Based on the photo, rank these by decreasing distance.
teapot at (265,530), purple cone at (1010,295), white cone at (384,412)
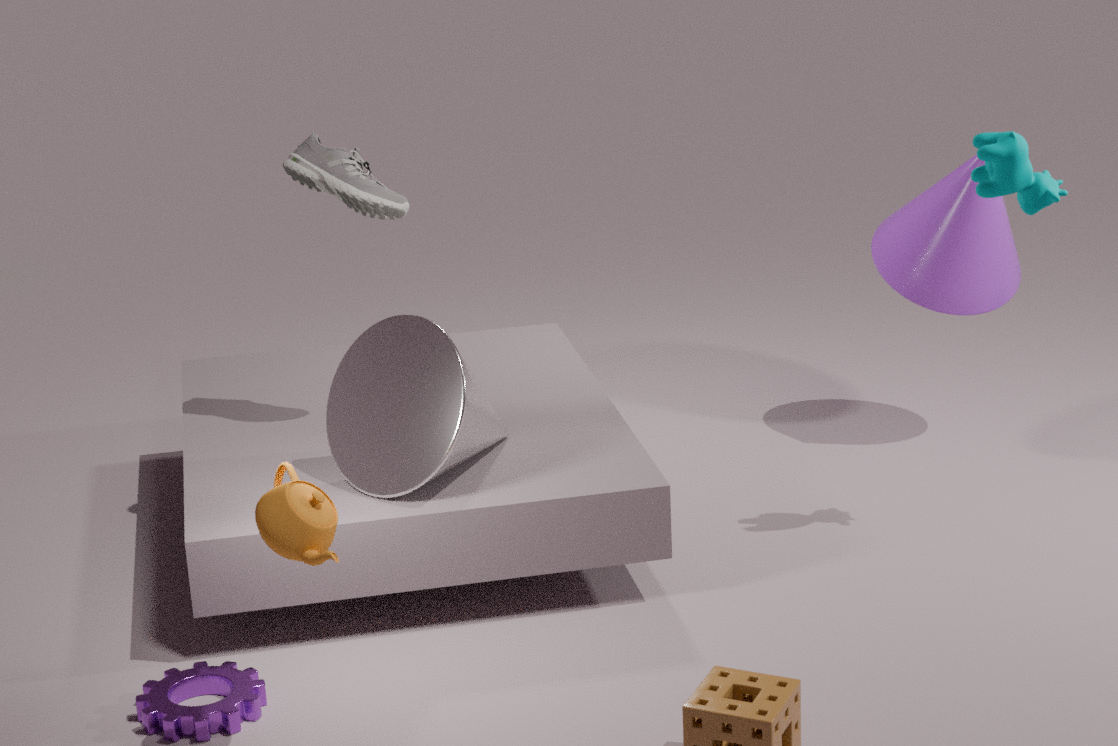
1. purple cone at (1010,295)
2. white cone at (384,412)
3. teapot at (265,530)
